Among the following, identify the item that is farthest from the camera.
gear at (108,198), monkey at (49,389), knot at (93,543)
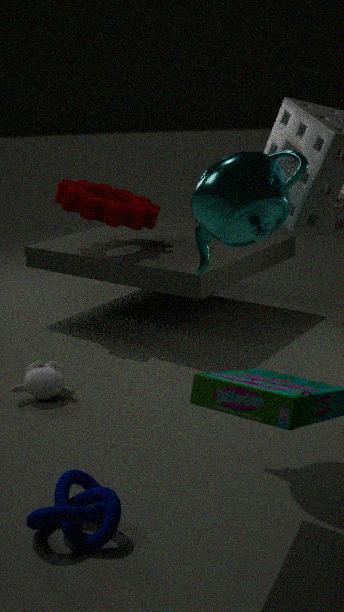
gear at (108,198)
